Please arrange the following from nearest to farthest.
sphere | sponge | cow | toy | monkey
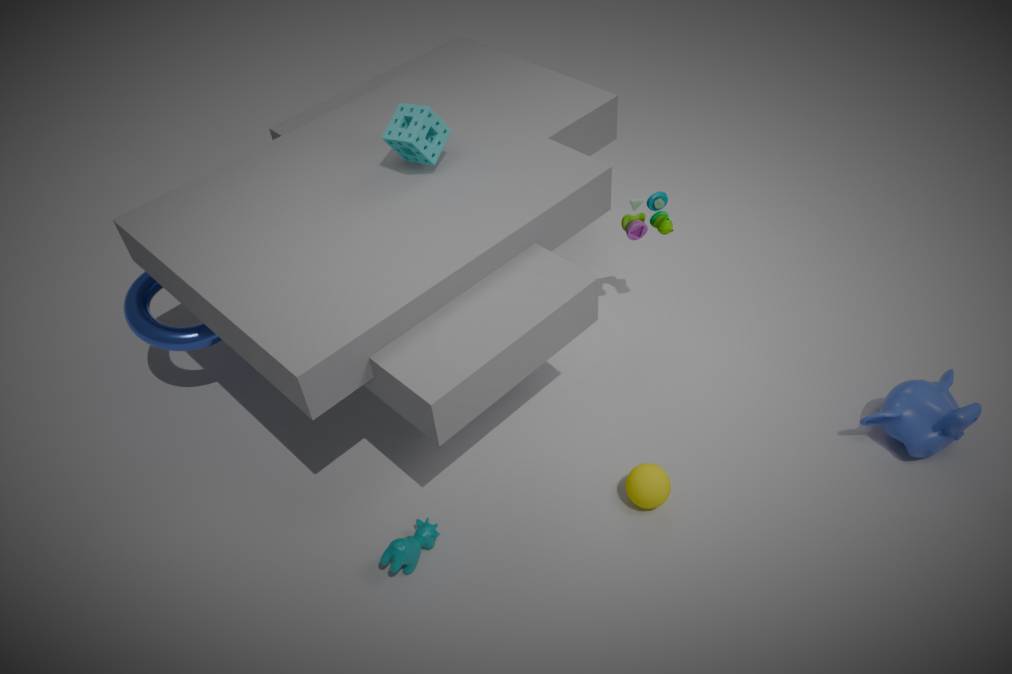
cow → monkey → sphere → sponge → toy
